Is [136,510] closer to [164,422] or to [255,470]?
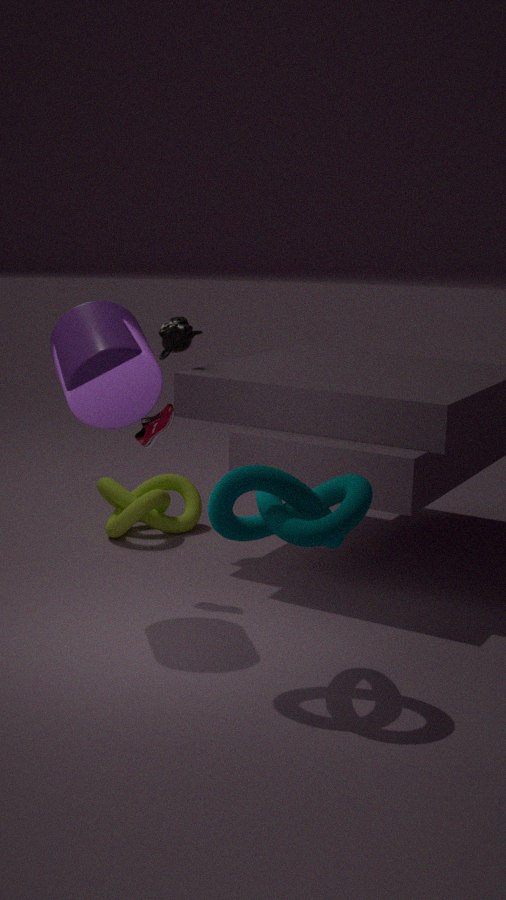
[164,422]
